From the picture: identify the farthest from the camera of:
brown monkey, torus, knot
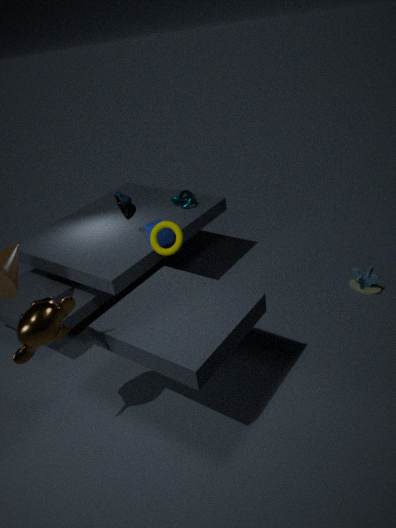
knot
